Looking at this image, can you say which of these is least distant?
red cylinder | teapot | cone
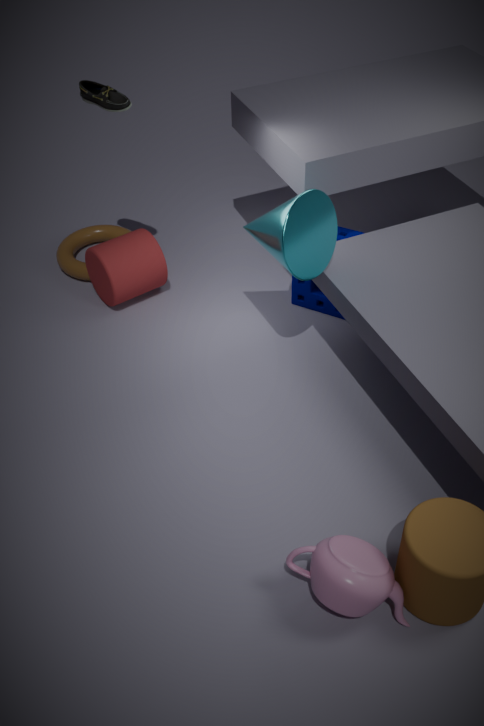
teapot
